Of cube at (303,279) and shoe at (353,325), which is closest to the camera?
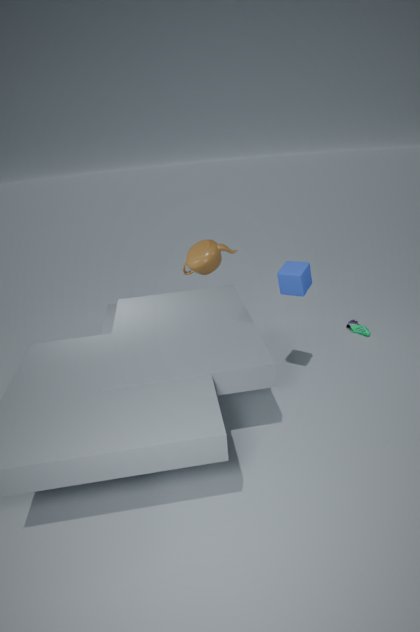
cube at (303,279)
